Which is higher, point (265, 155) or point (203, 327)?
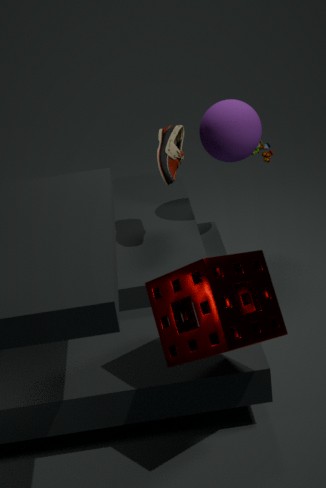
point (265, 155)
